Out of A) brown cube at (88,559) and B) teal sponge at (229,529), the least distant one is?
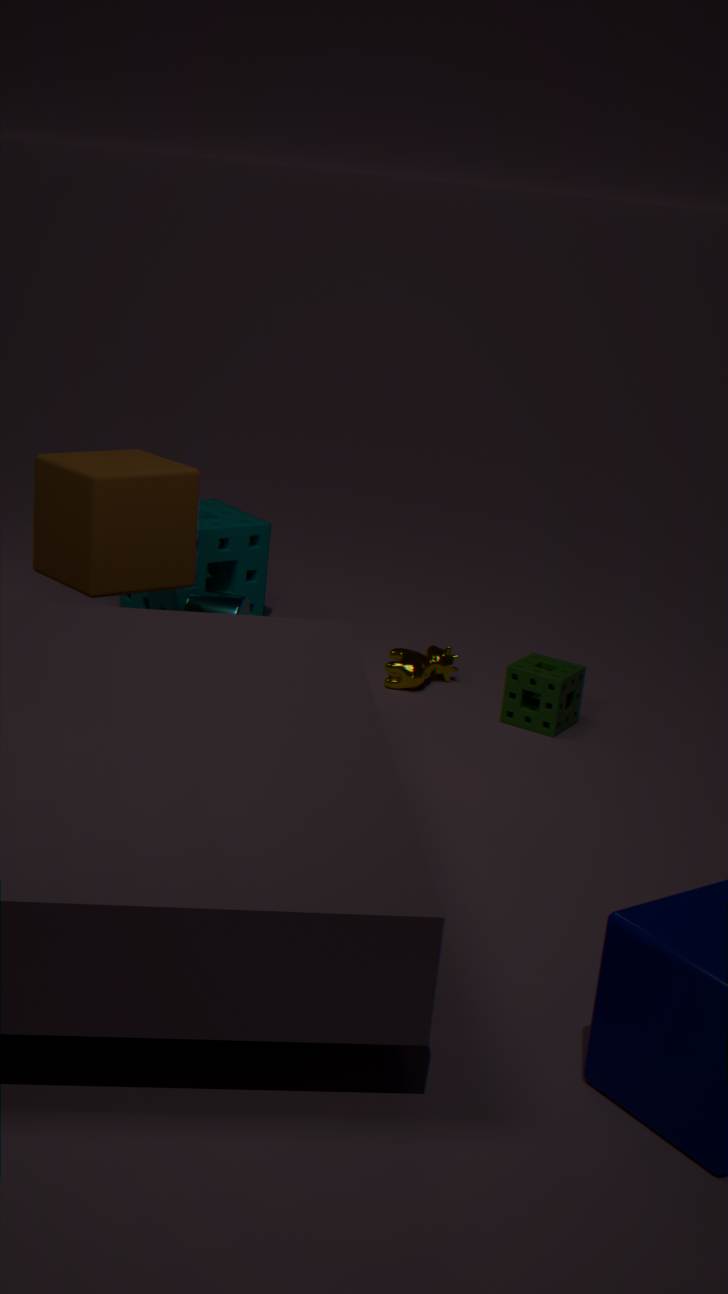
A. brown cube at (88,559)
